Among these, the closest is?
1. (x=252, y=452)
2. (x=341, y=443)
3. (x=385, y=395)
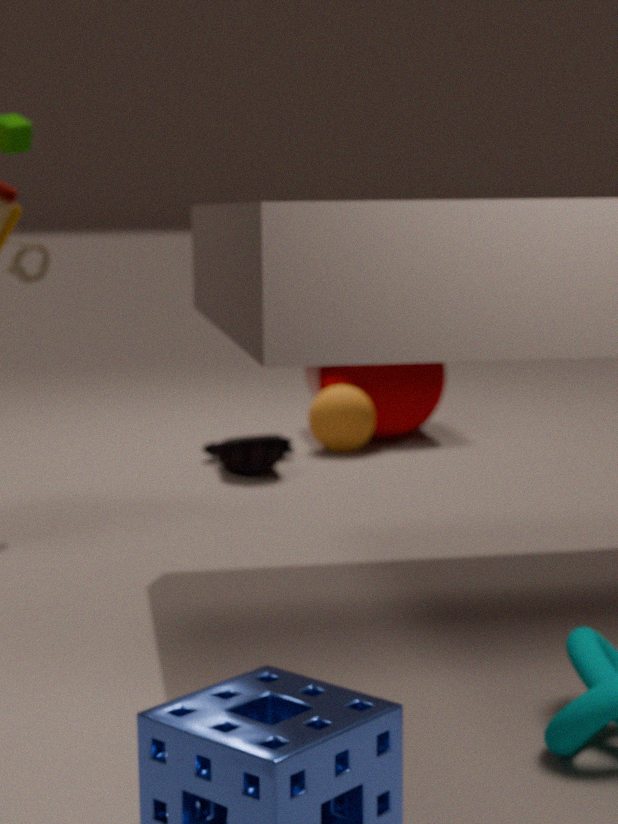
(x=252, y=452)
